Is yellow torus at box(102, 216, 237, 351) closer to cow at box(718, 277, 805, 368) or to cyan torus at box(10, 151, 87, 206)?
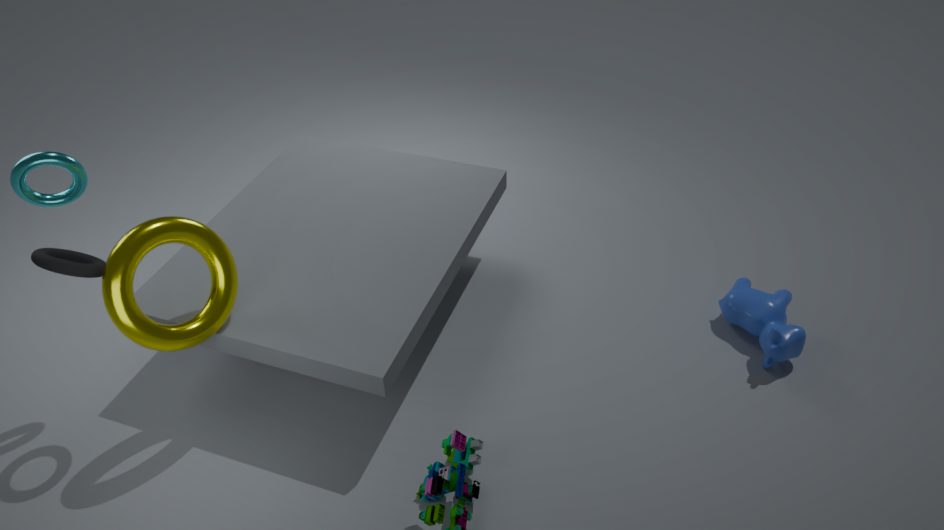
cyan torus at box(10, 151, 87, 206)
